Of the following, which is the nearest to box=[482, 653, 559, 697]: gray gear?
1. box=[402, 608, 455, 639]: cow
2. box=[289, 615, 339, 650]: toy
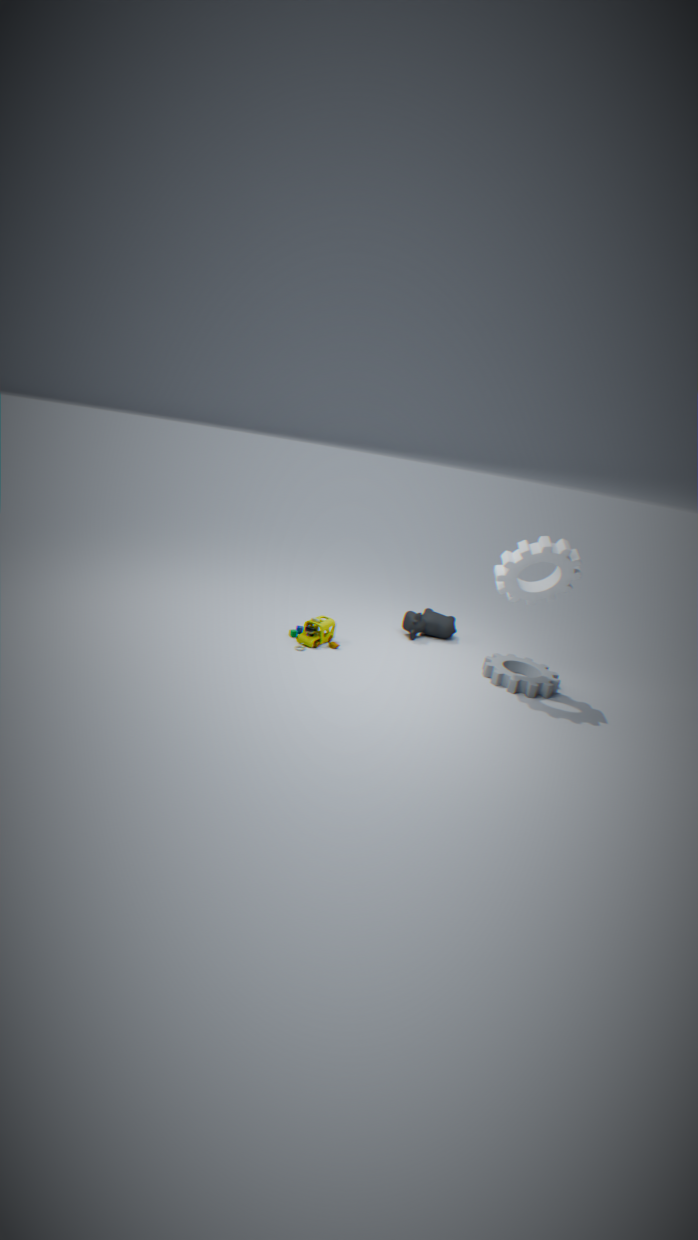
box=[402, 608, 455, 639]: cow
